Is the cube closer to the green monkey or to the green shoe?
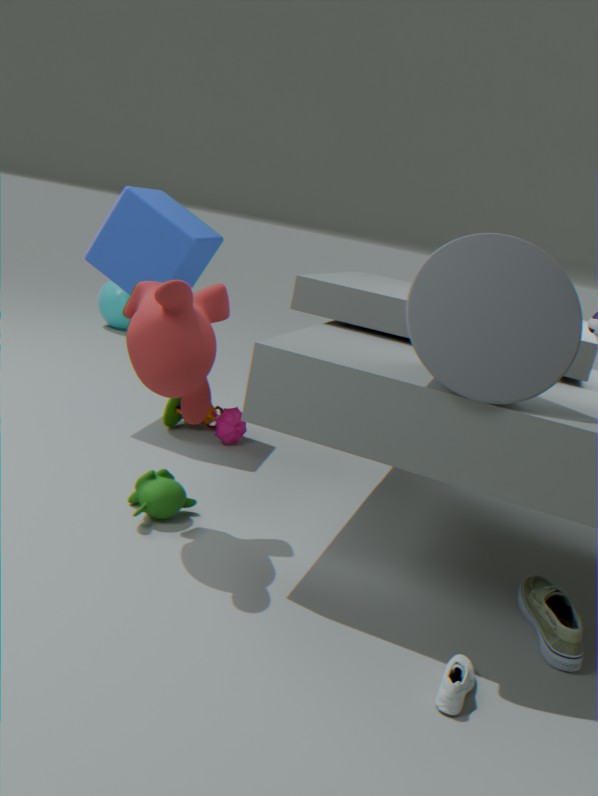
the green monkey
